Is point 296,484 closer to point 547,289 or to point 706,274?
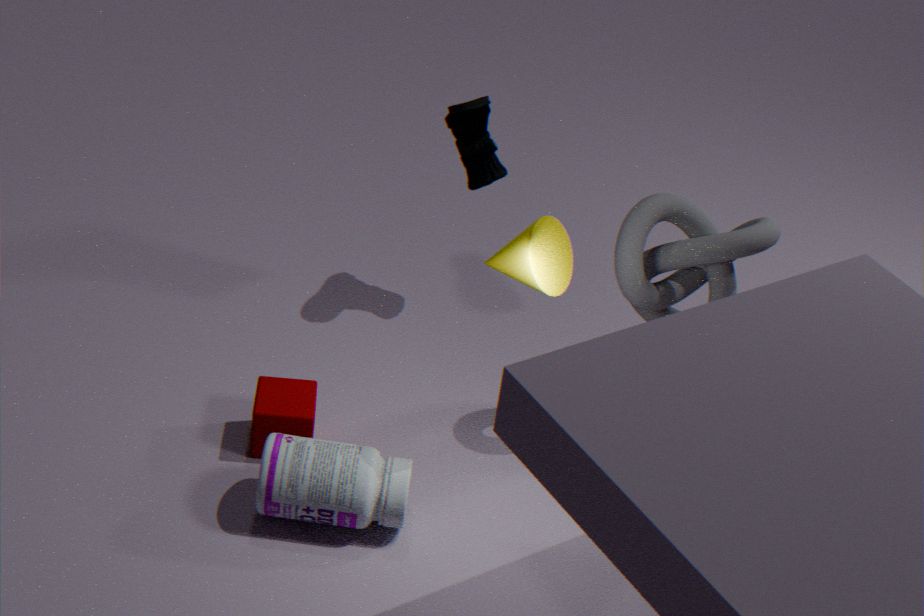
point 547,289
